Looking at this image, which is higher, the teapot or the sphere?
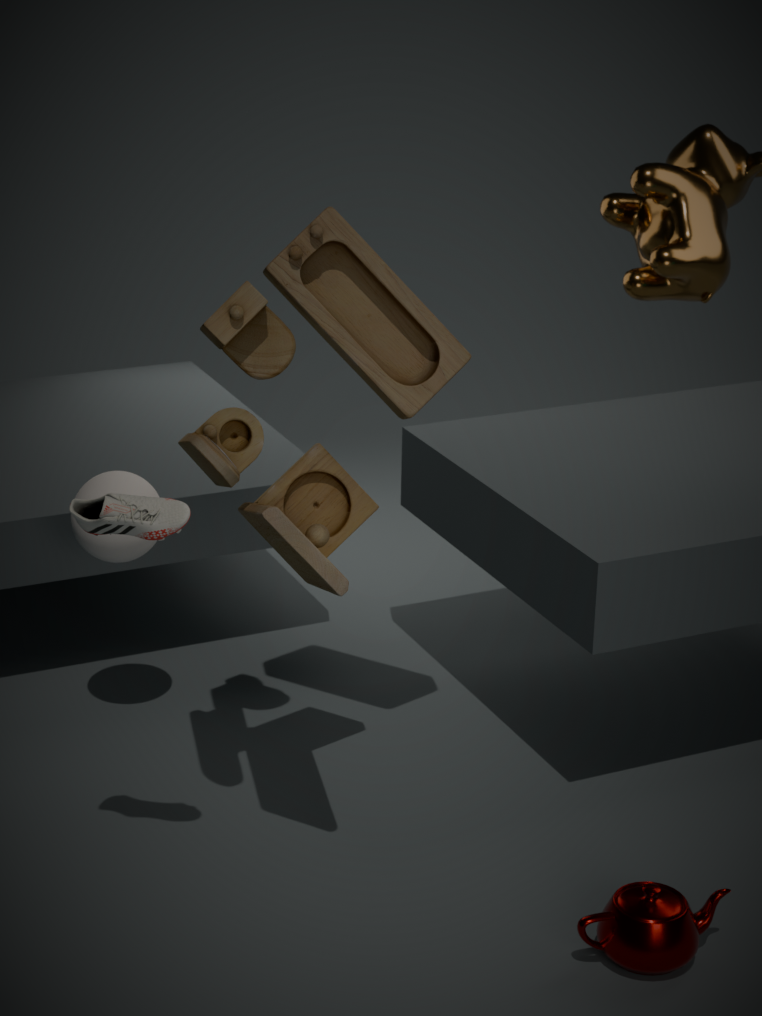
the sphere
